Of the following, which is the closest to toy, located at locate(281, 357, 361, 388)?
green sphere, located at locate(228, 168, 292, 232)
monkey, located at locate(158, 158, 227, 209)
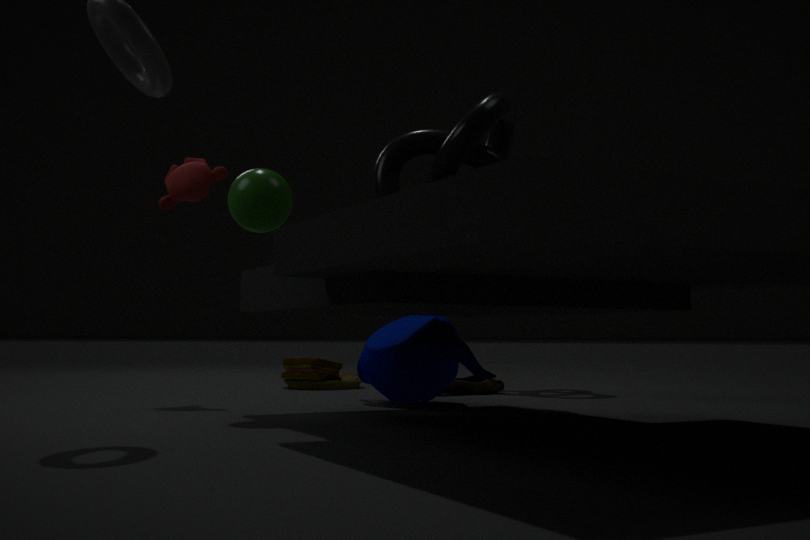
monkey, located at locate(158, 158, 227, 209)
